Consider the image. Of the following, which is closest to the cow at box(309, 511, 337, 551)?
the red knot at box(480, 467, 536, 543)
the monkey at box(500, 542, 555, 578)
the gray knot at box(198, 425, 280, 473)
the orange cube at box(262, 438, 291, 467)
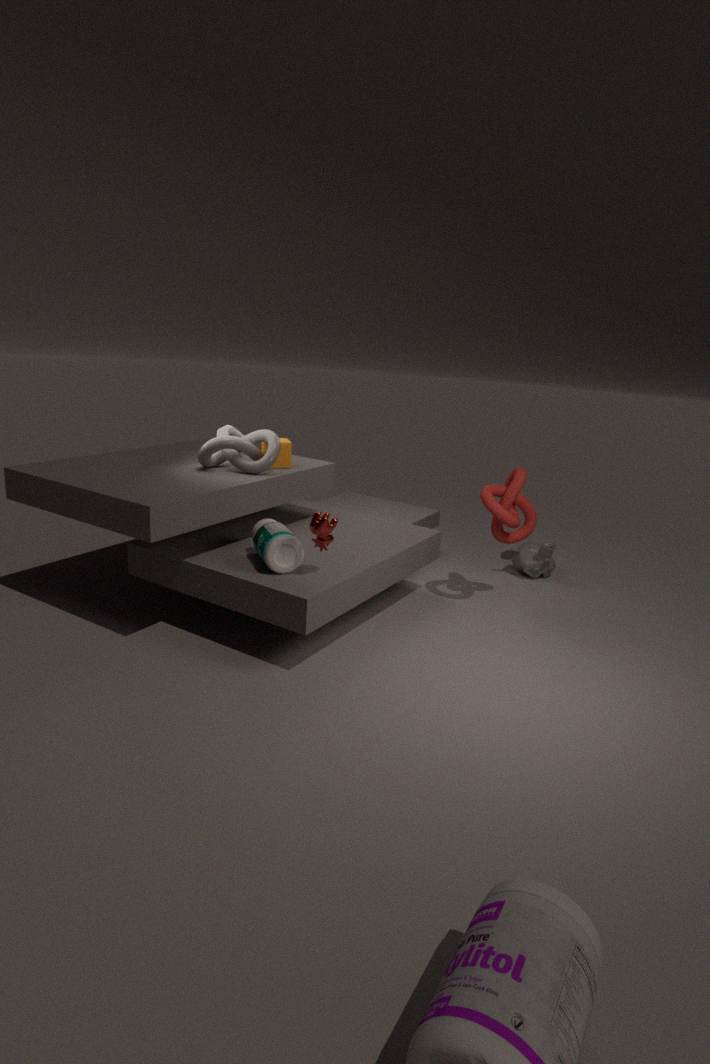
the gray knot at box(198, 425, 280, 473)
